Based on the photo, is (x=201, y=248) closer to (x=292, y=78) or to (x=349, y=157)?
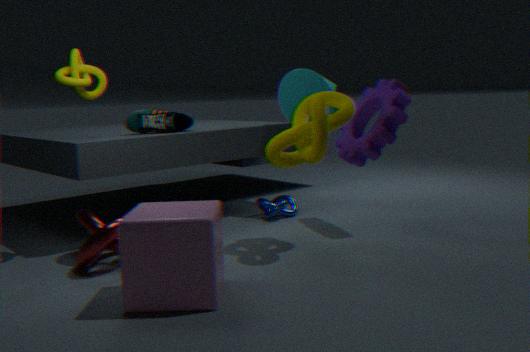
(x=349, y=157)
